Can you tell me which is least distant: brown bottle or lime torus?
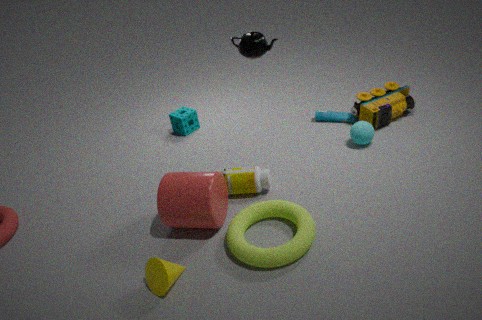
lime torus
